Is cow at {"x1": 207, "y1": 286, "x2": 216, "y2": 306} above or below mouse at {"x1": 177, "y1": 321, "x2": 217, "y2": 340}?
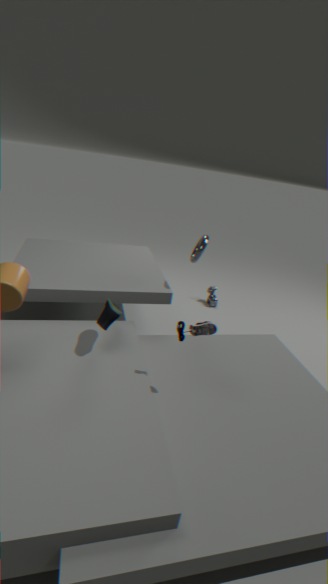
below
